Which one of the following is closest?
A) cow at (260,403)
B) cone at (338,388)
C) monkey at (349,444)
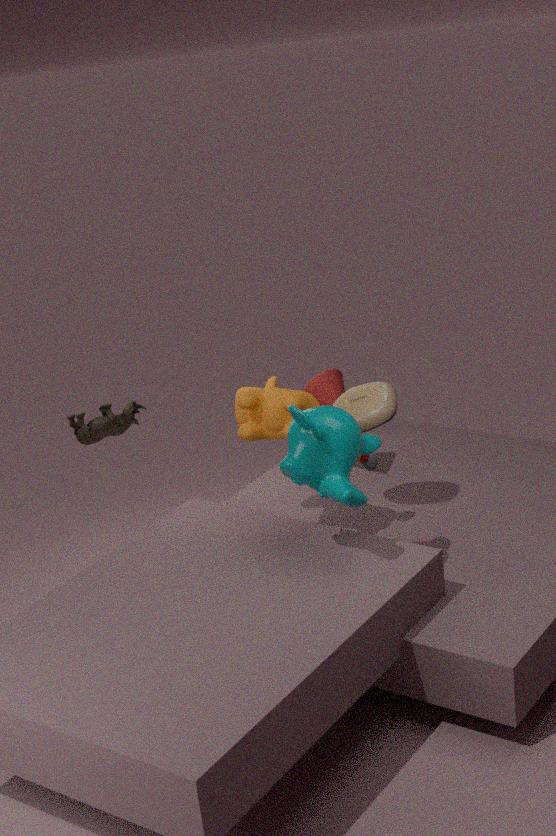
monkey at (349,444)
